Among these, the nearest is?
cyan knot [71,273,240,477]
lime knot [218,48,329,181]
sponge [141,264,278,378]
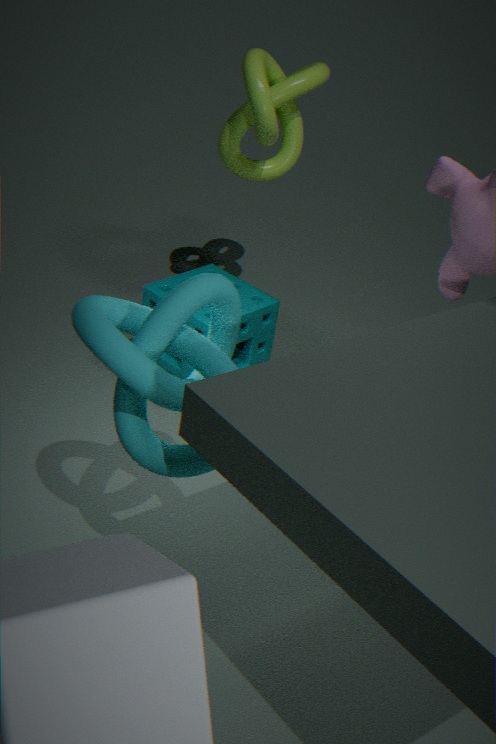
cyan knot [71,273,240,477]
